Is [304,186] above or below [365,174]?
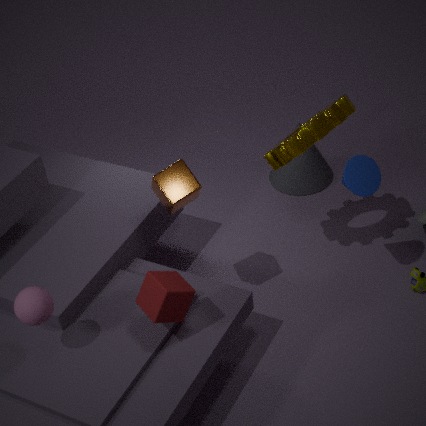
below
